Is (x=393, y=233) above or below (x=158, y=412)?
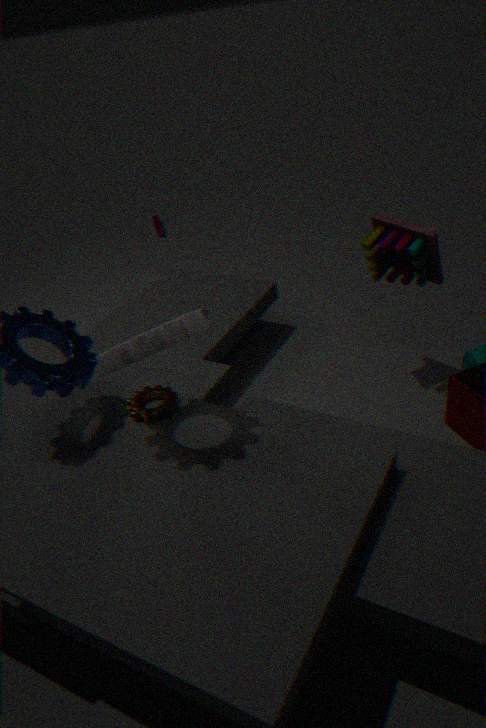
above
